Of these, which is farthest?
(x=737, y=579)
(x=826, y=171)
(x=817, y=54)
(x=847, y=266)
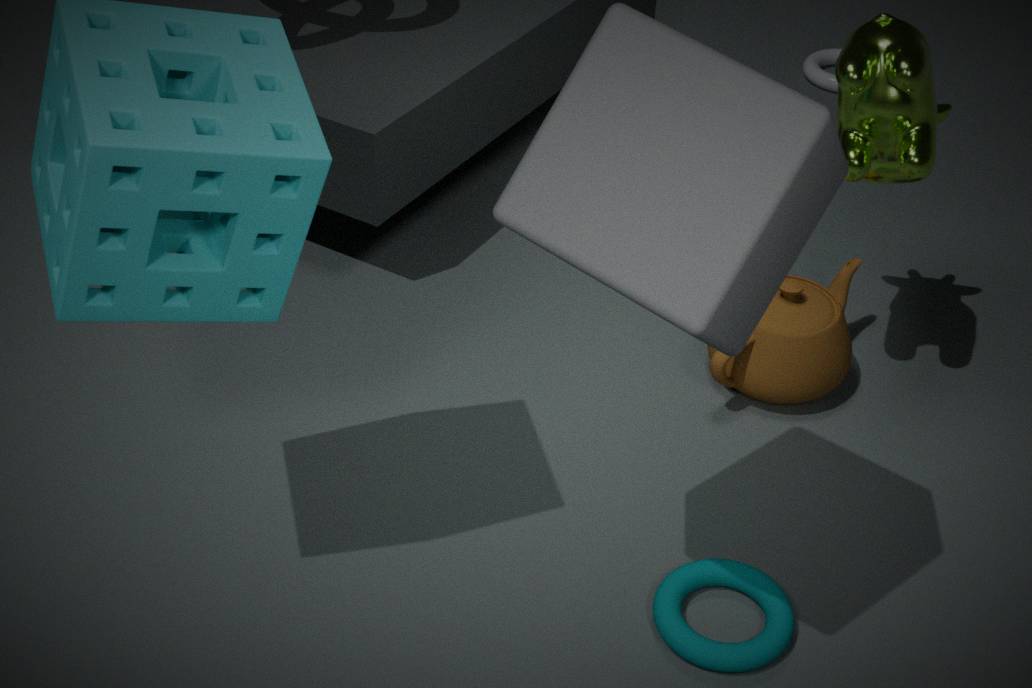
(x=817, y=54)
